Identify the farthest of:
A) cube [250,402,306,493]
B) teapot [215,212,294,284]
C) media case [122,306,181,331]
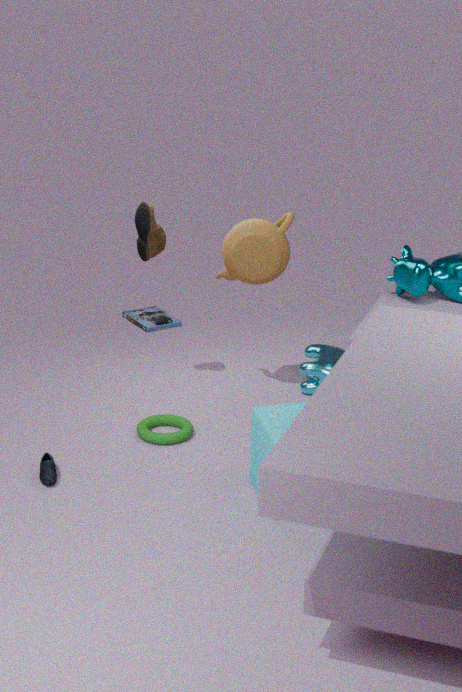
media case [122,306,181,331]
